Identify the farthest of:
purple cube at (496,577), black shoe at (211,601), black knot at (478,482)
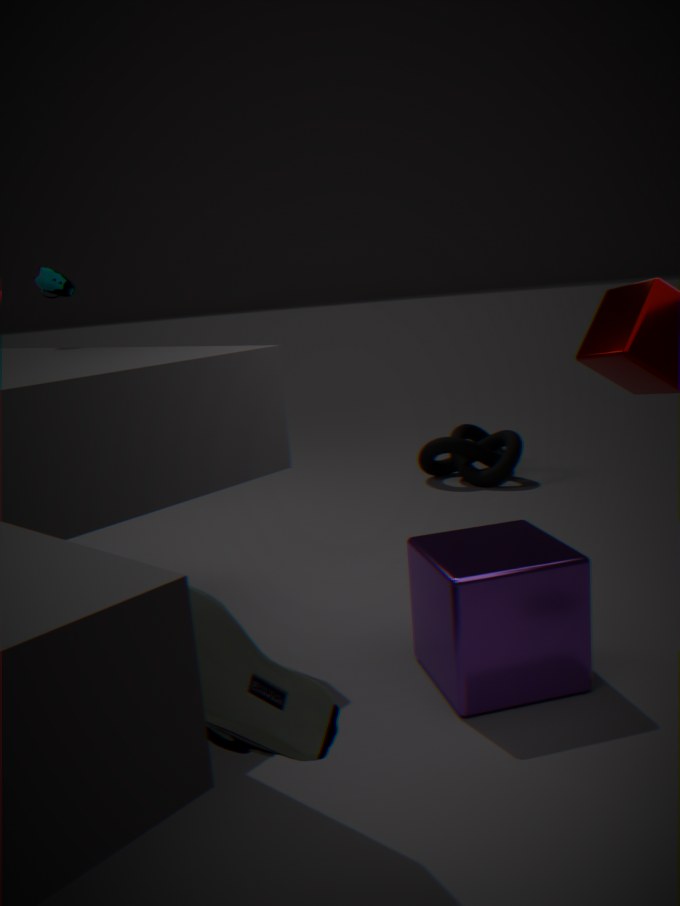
black knot at (478,482)
